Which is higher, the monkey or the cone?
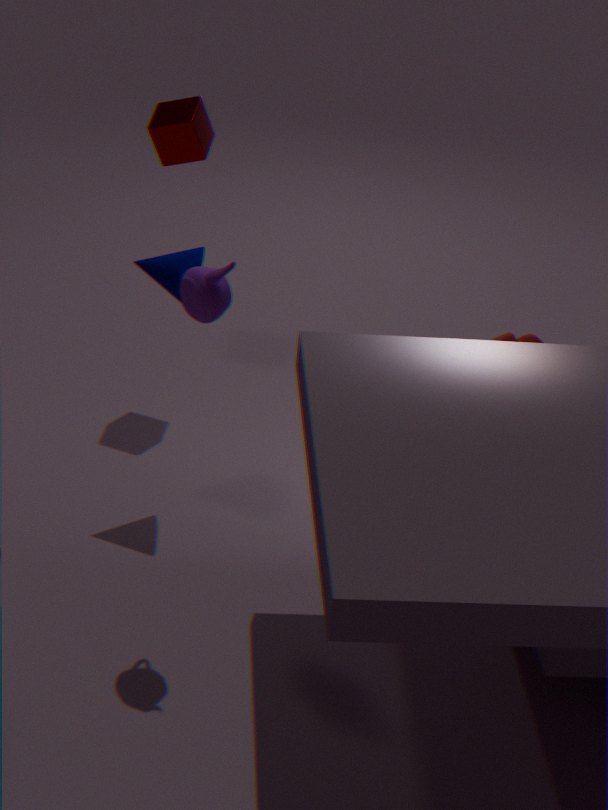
the cone
